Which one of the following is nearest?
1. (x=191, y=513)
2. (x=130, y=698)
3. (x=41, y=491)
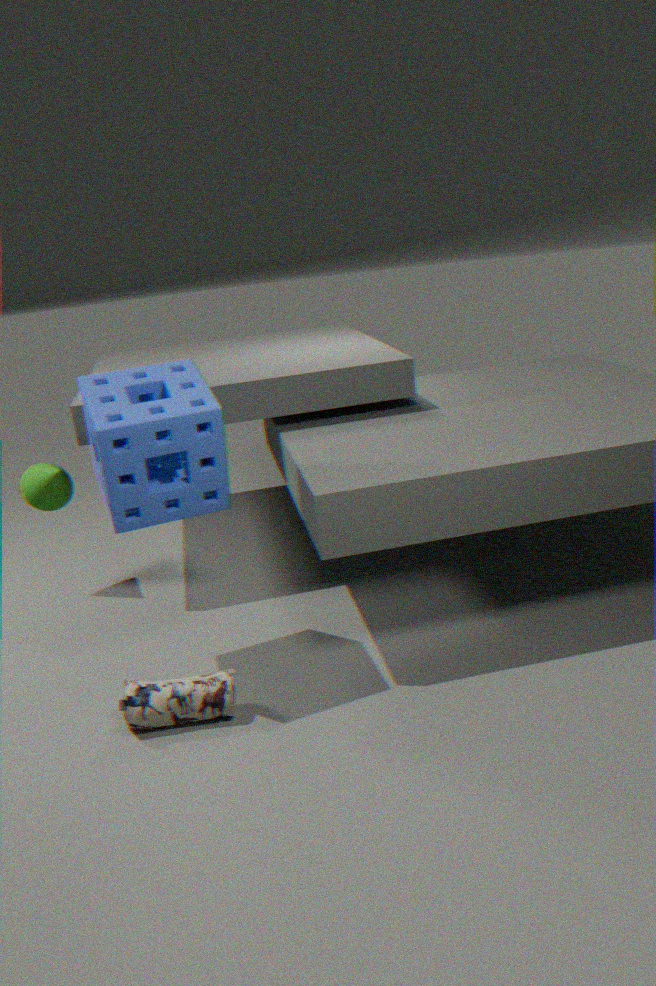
(x=130, y=698)
